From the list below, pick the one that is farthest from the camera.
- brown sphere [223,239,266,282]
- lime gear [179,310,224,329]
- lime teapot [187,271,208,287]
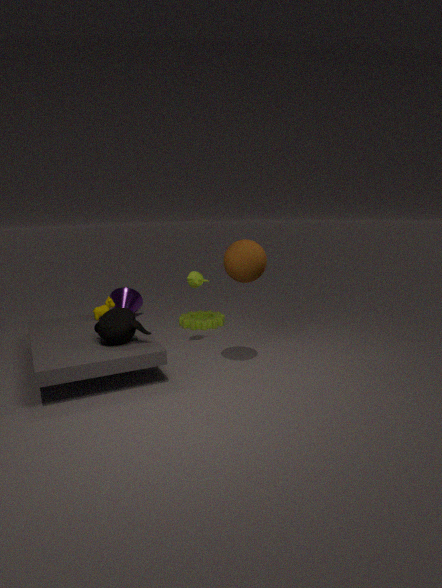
lime gear [179,310,224,329]
